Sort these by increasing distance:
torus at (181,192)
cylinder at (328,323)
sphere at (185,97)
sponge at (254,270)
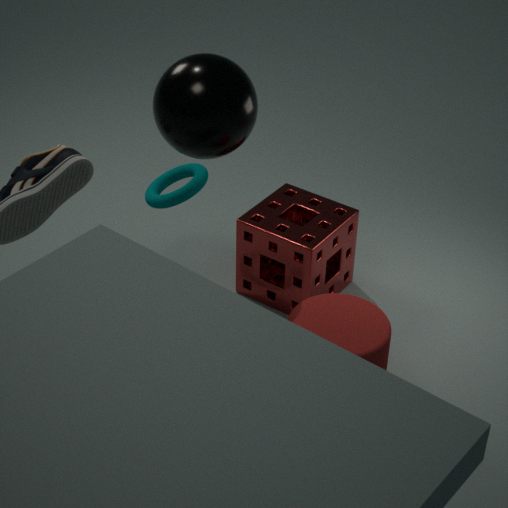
sphere at (185,97), cylinder at (328,323), torus at (181,192), sponge at (254,270)
